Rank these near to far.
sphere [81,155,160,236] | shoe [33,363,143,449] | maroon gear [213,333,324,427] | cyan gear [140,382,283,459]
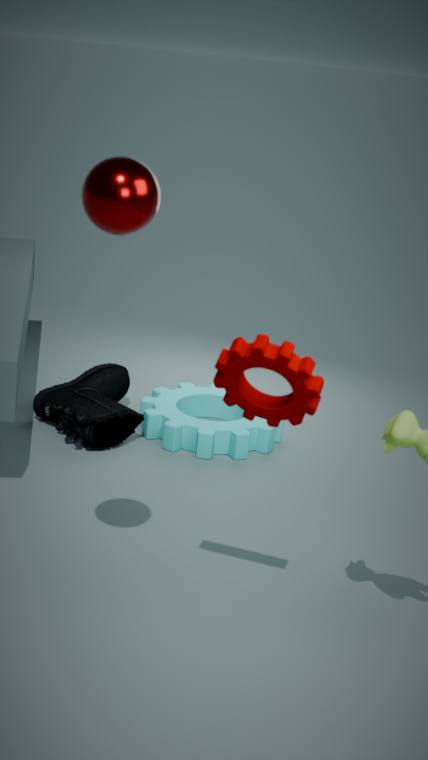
sphere [81,155,160,236] < maroon gear [213,333,324,427] < shoe [33,363,143,449] < cyan gear [140,382,283,459]
